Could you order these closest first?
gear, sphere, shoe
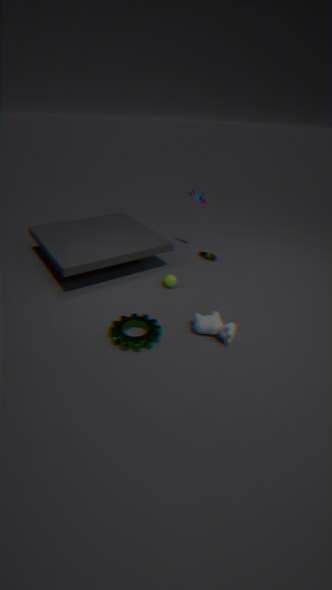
gear, sphere, shoe
